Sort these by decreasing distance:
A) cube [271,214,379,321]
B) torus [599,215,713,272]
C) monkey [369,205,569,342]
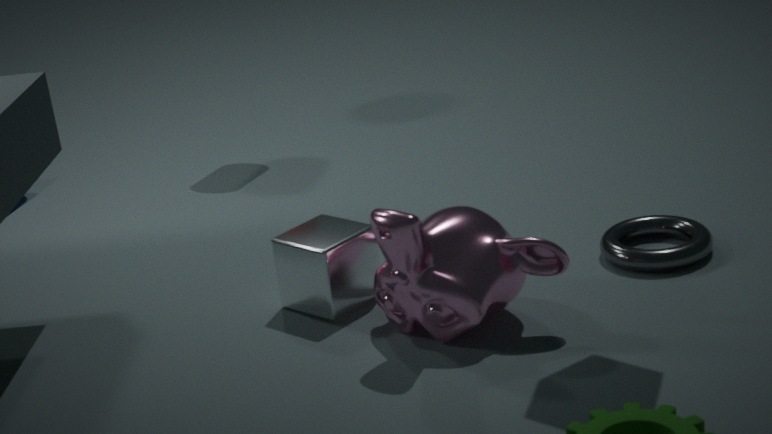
torus [599,215,713,272] < cube [271,214,379,321] < monkey [369,205,569,342]
